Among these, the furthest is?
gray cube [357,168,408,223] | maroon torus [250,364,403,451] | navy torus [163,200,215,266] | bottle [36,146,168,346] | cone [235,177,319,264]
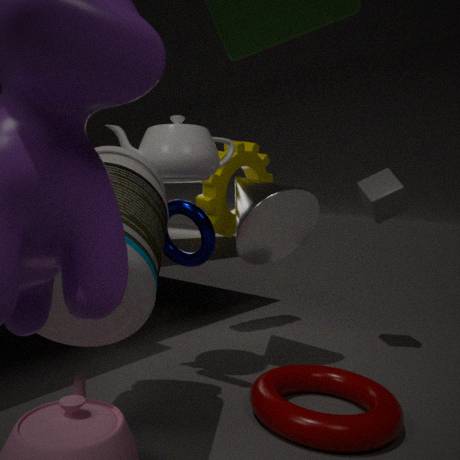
gray cube [357,168,408,223]
